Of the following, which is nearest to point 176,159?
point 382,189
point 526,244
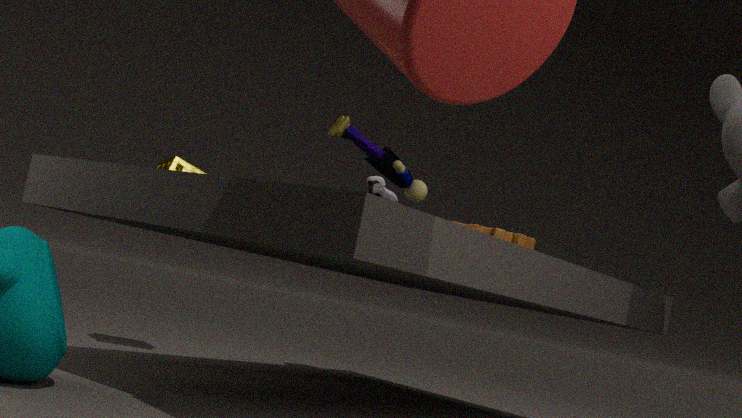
point 382,189
